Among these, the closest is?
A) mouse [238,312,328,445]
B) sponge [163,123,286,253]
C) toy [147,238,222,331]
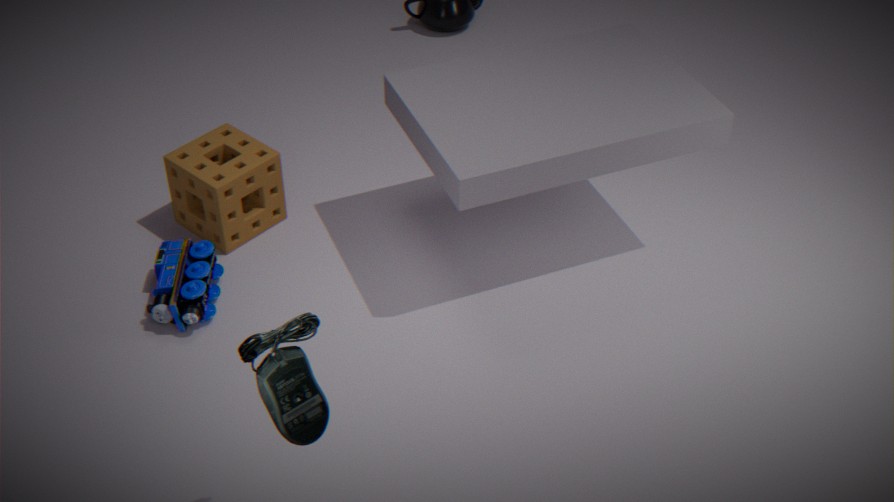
mouse [238,312,328,445]
